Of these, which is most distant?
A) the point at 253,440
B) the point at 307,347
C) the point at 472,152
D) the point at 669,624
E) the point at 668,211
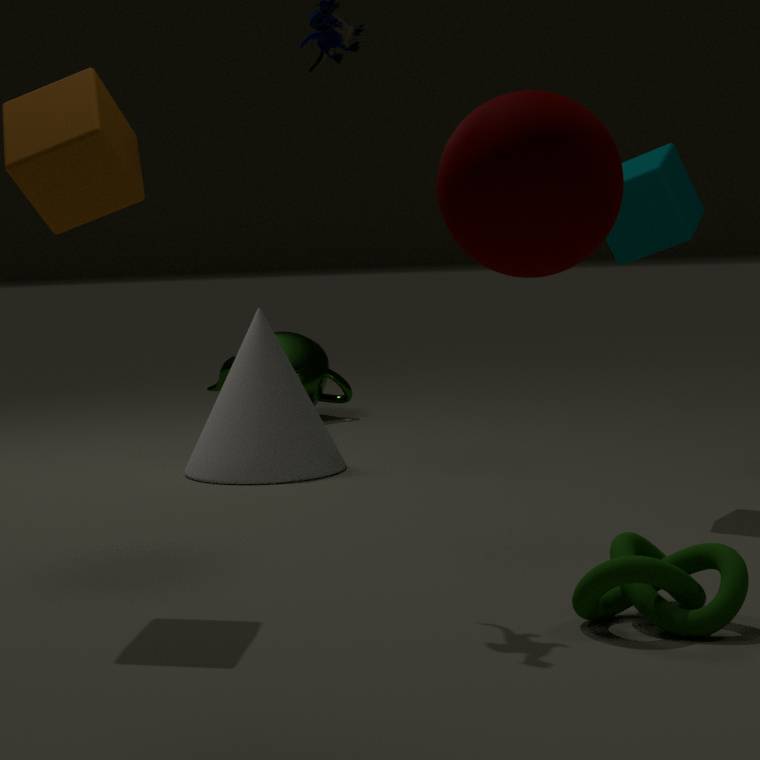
the point at 307,347
